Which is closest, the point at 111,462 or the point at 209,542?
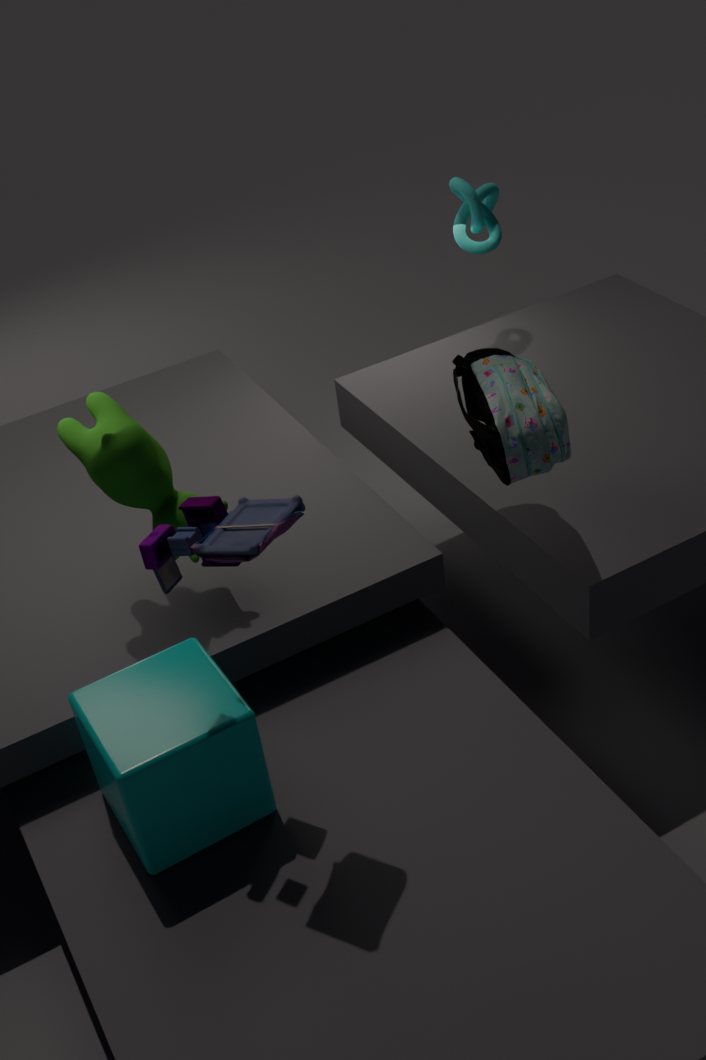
the point at 209,542
